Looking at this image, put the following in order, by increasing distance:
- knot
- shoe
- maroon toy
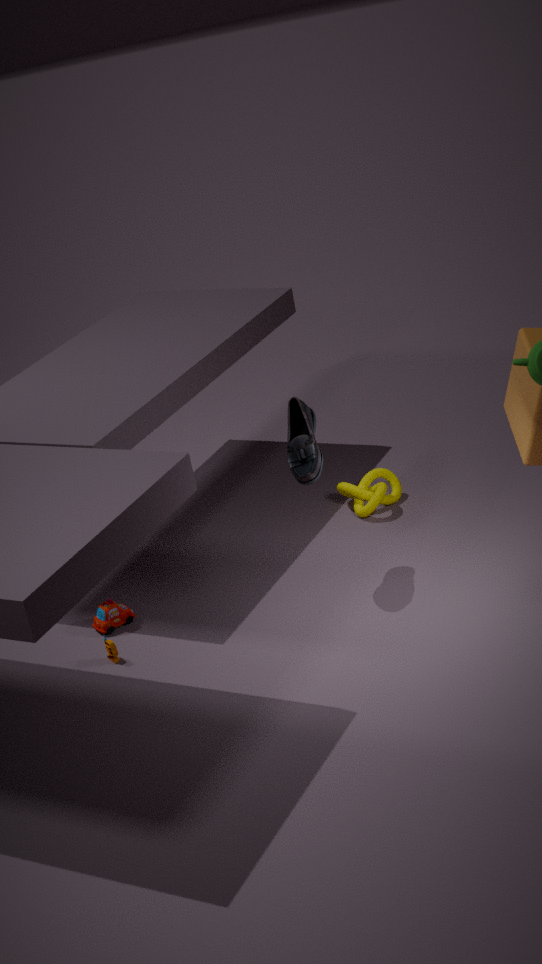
shoe
maroon toy
knot
